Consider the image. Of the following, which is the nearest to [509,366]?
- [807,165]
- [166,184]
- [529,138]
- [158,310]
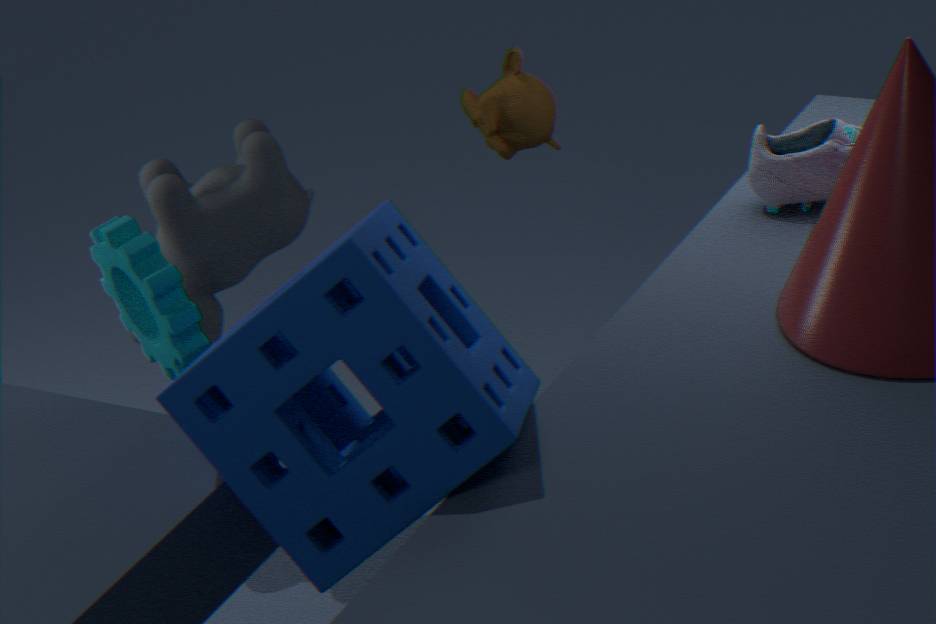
[158,310]
